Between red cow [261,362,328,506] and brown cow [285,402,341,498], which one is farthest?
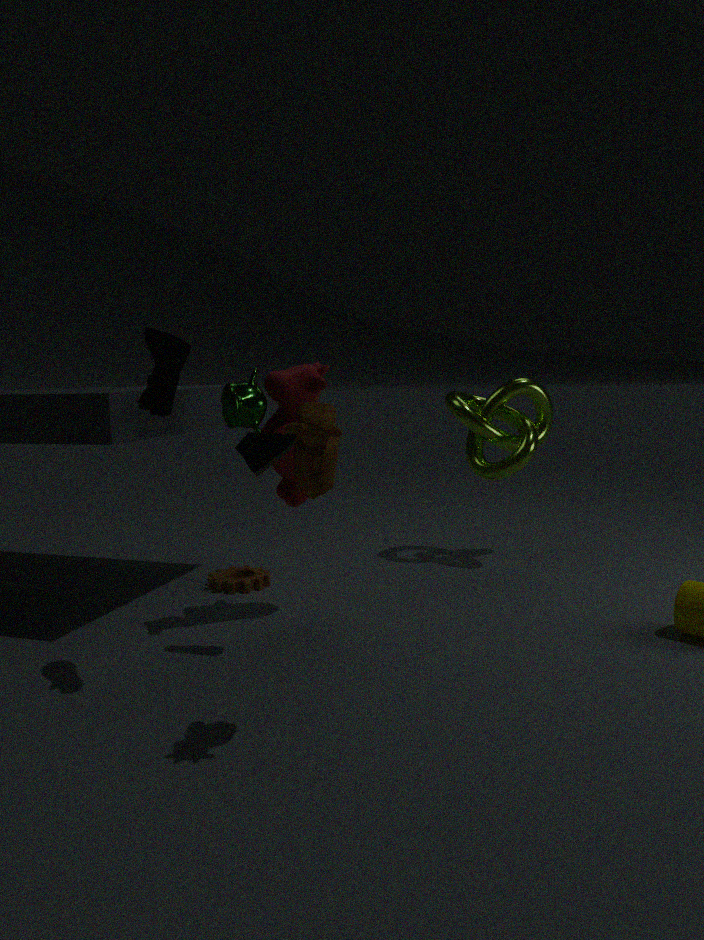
red cow [261,362,328,506]
